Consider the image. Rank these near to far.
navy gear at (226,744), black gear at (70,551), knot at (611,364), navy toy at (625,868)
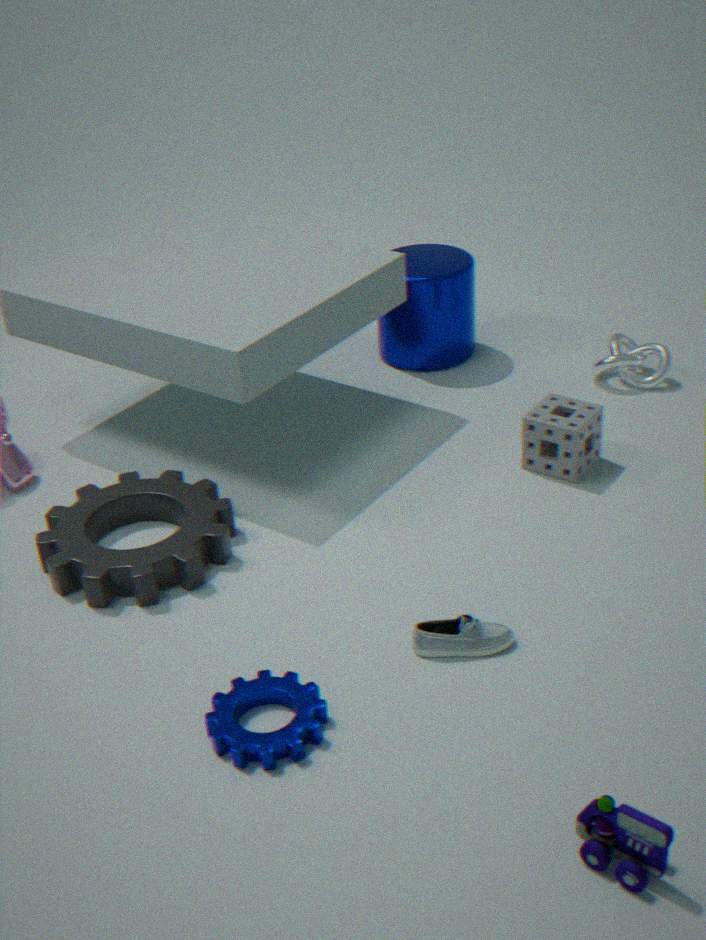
navy toy at (625,868) → navy gear at (226,744) → black gear at (70,551) → knot at (611,364)
